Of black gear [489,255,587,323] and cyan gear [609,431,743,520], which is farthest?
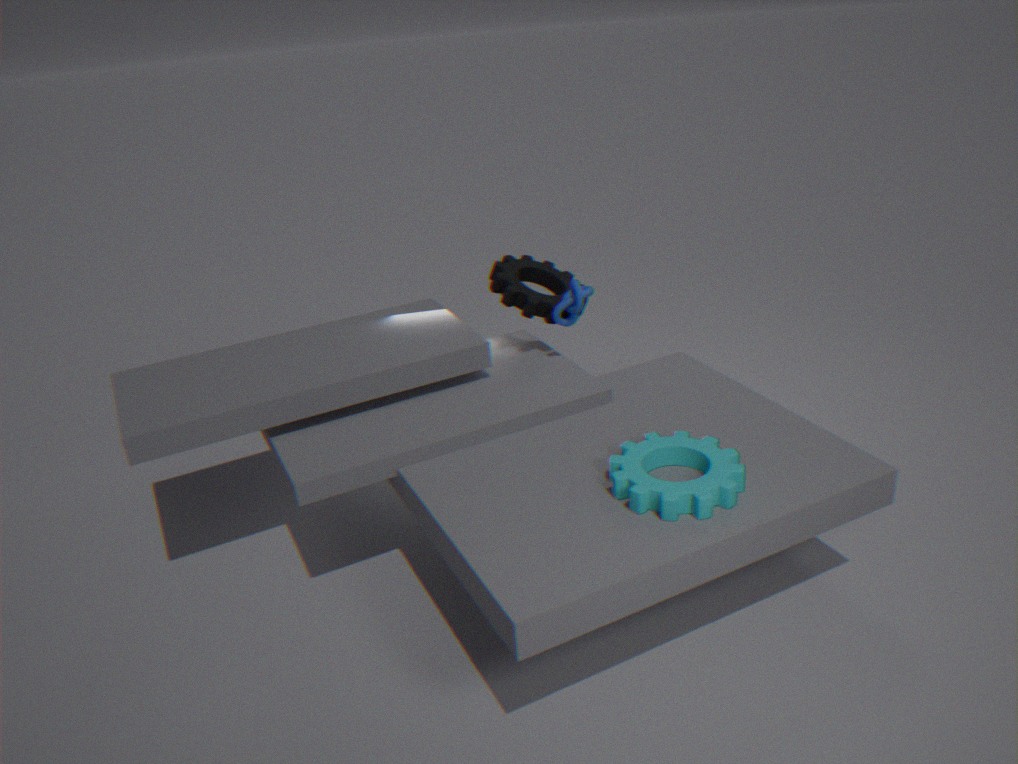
black gear [489,255,587,323]
